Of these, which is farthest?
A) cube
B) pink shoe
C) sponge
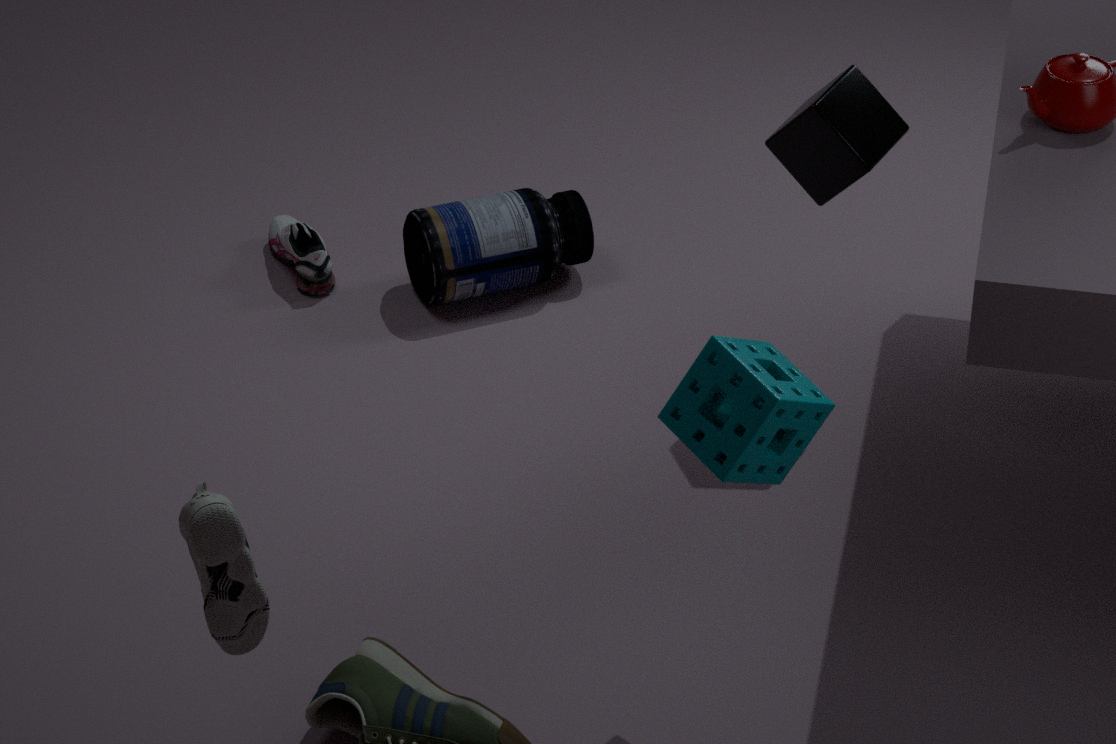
pink shoe
